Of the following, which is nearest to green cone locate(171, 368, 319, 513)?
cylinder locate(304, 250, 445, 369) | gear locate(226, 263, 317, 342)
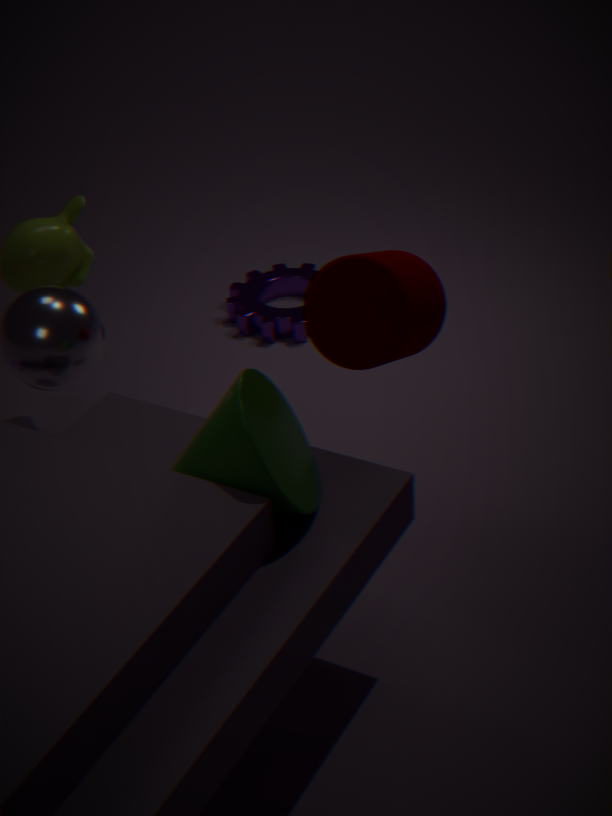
cylinder locate(304, 250, 445, 369)
